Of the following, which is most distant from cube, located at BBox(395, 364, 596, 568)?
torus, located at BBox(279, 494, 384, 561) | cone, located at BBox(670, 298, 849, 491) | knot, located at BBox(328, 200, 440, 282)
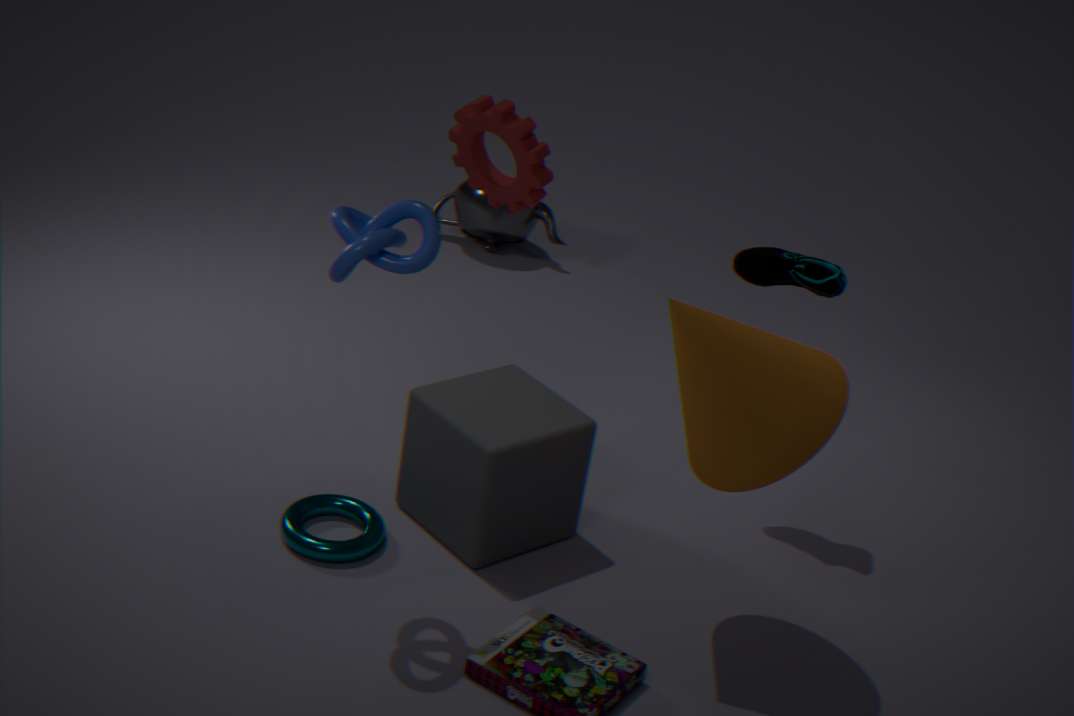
knot, located at BBox(328, 200, 440, 282)
